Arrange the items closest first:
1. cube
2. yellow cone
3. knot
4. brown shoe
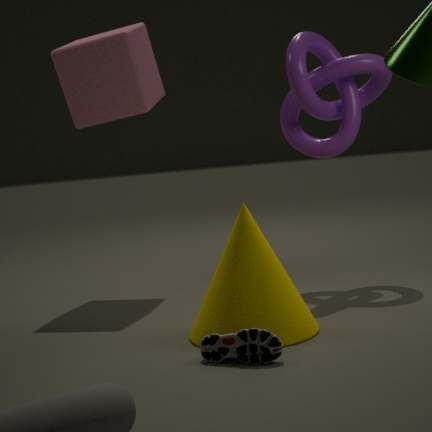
1. brown shoe
2. yellow cone
3. knot
4. cube
